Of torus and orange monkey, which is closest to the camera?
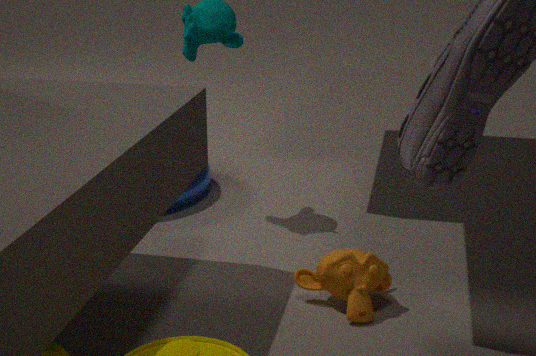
orange monkey
